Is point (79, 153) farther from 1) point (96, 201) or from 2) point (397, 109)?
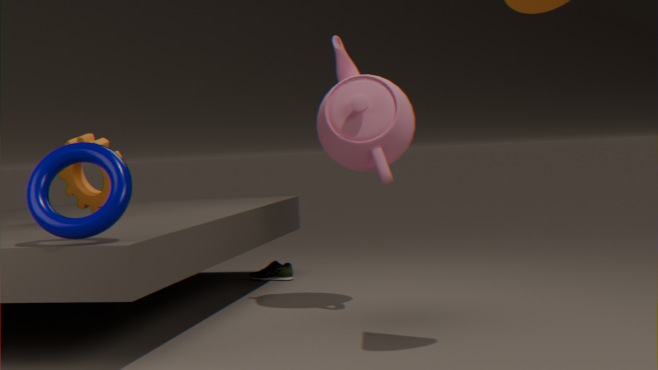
2) point (397, 109)
